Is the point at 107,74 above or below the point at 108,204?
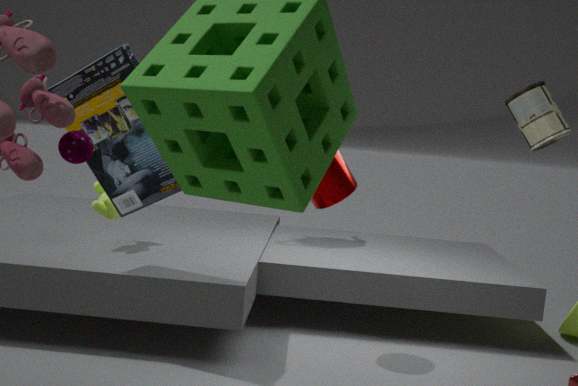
above
